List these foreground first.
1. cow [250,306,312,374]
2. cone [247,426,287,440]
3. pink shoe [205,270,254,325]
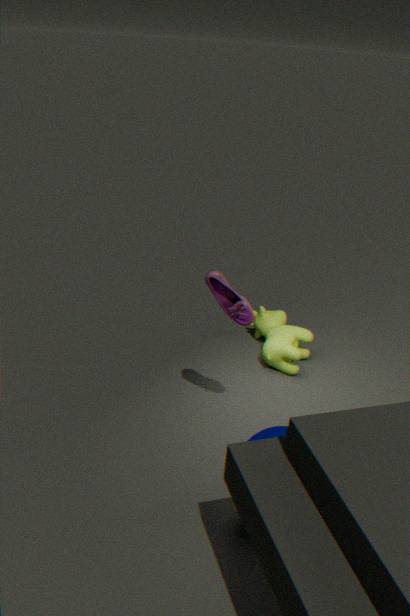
cone [247,426,287,440] → pink shoe [205,270,254,325] → cow [250,306,312,374]
